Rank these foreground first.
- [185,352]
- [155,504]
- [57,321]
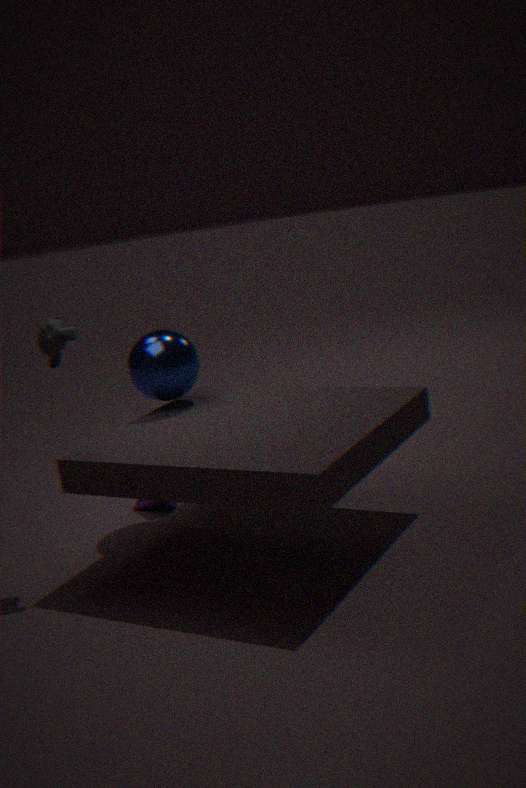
[57,321]
[185,352]
[155,504]
